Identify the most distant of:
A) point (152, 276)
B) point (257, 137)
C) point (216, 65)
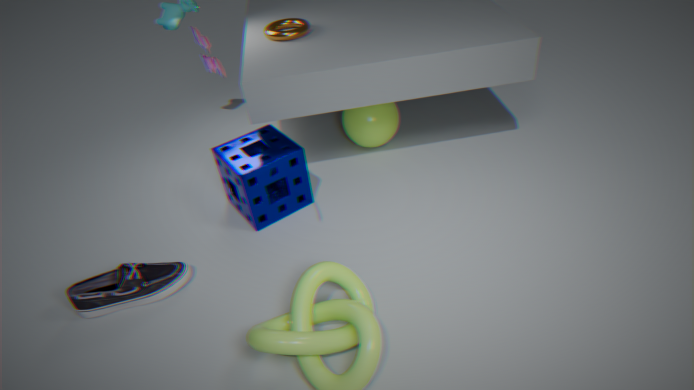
point (257, 137)
